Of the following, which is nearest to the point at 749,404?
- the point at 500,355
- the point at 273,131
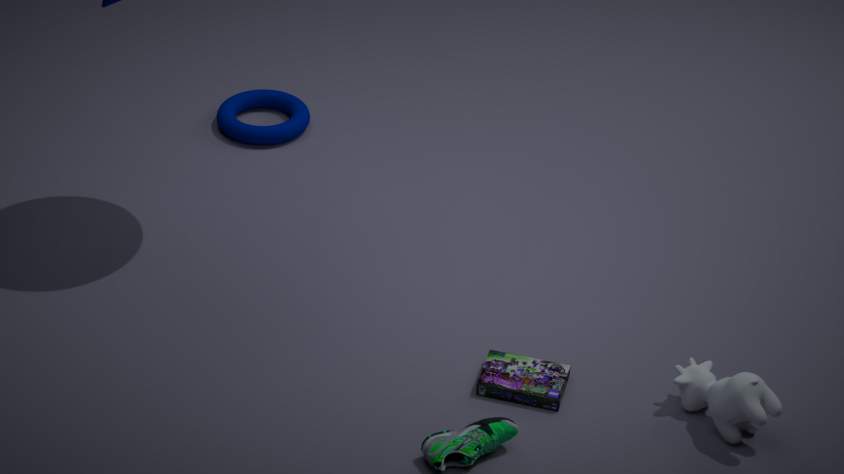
the point at 500,355
